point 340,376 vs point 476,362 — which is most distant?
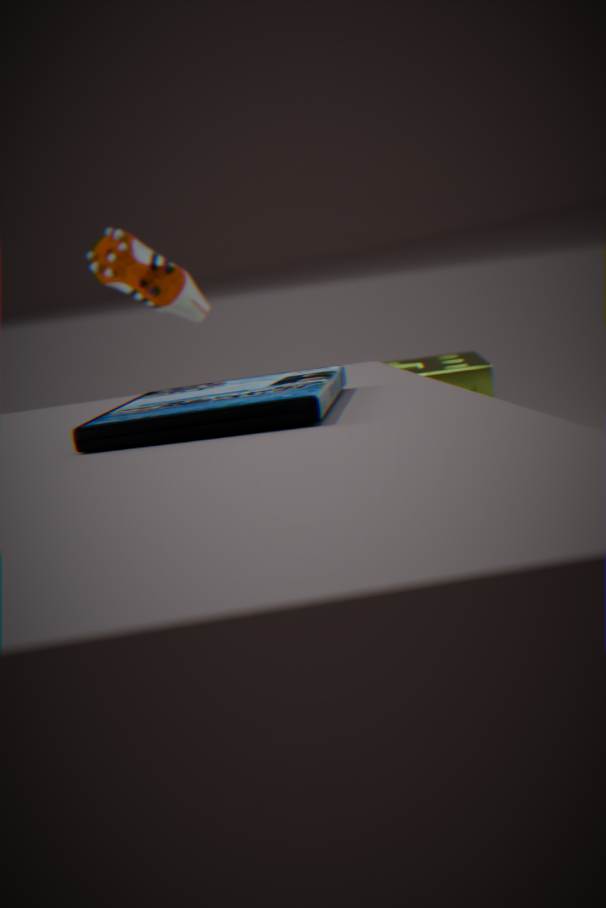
point 476,362
